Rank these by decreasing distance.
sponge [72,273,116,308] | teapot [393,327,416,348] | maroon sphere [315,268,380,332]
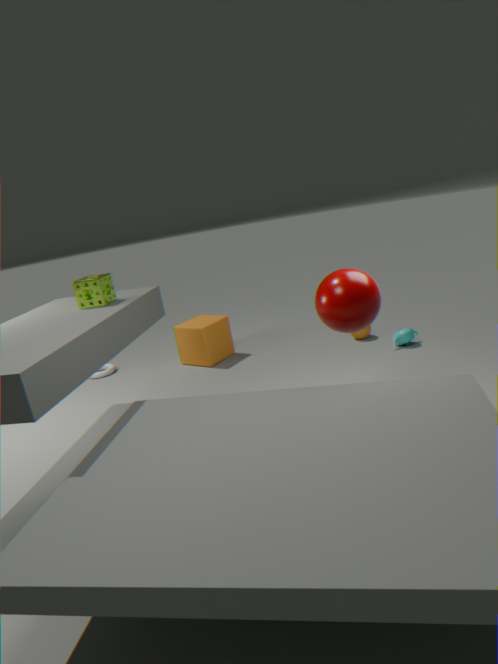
teapot [393,327,416,348], sponge [72,273,116,308], maroon sphere [315,268,380,332]
